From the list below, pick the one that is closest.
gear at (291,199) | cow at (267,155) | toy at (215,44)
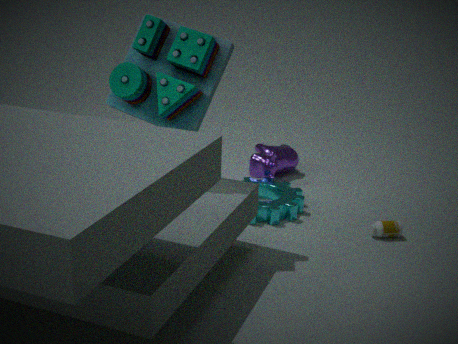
toy at (215,44)
